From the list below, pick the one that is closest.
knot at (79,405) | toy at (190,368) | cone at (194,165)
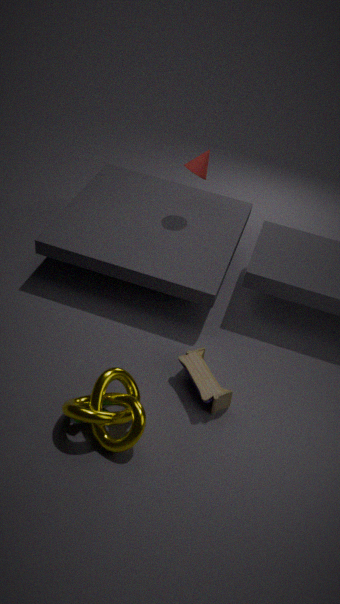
knot at (79,405)
